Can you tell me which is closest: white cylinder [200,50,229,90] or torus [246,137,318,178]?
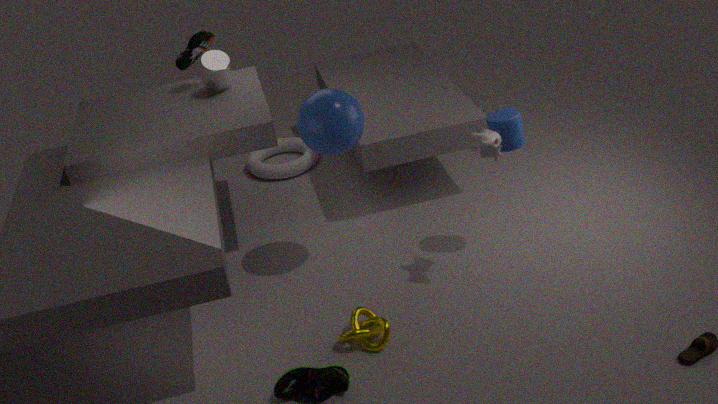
white cylinder [200,50,229,90]
